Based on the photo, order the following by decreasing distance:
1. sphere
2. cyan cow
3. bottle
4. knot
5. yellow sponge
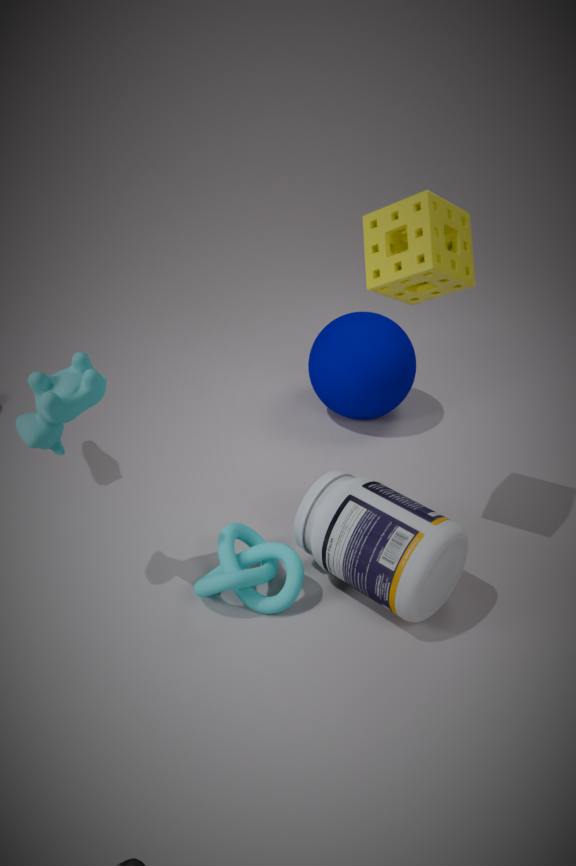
sphere
knot
bottle
yellow sponge
cyan cow
